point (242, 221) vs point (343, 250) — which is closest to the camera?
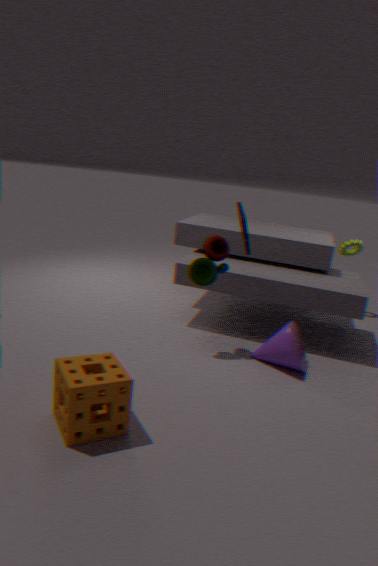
point (242, 221)
